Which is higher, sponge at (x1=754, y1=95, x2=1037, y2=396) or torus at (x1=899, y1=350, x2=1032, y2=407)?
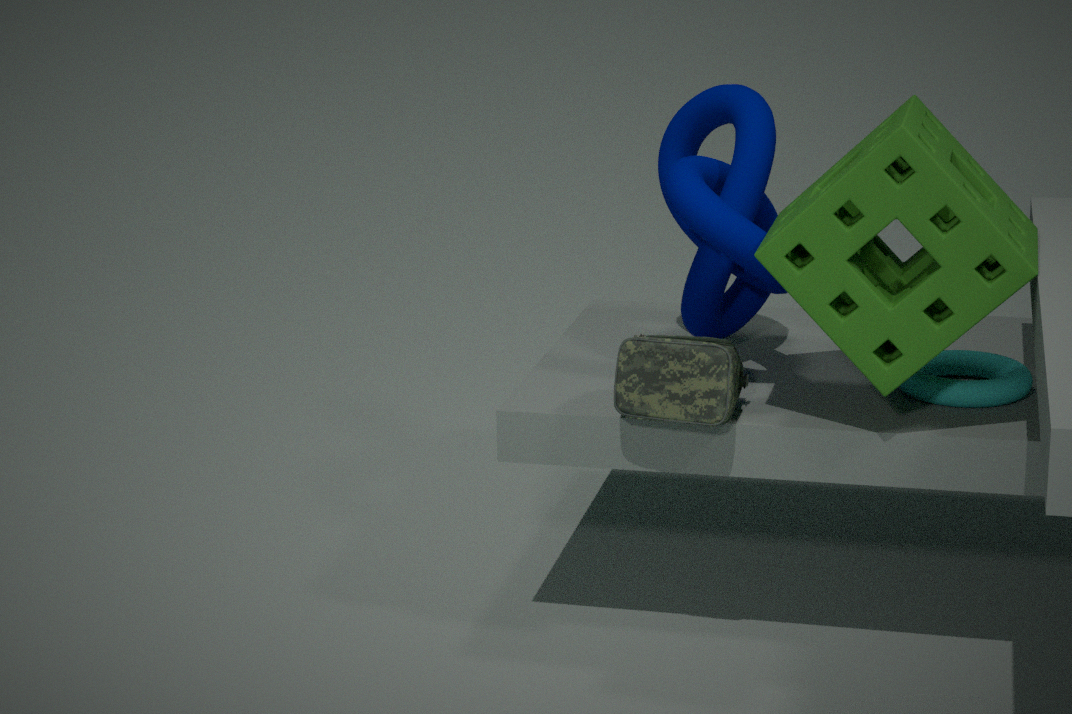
sponge at (x1=754, y1=95, x2=1037, y2=396)
